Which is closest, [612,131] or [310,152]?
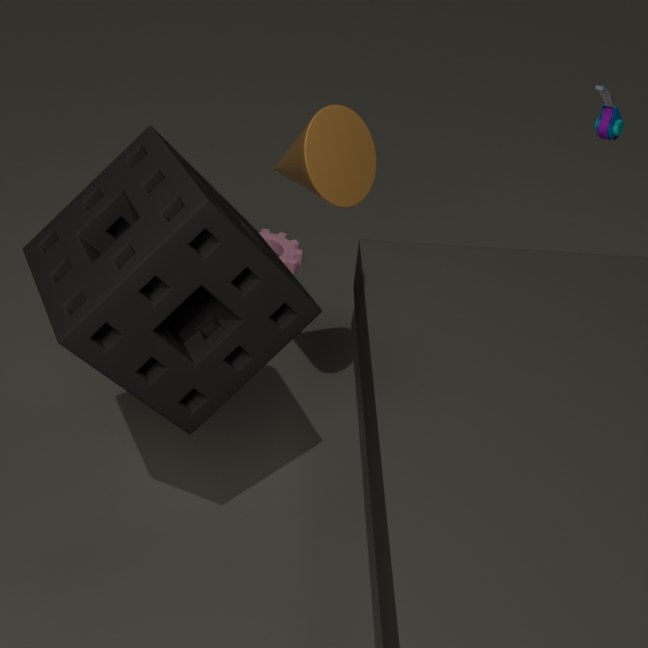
[310,152]
